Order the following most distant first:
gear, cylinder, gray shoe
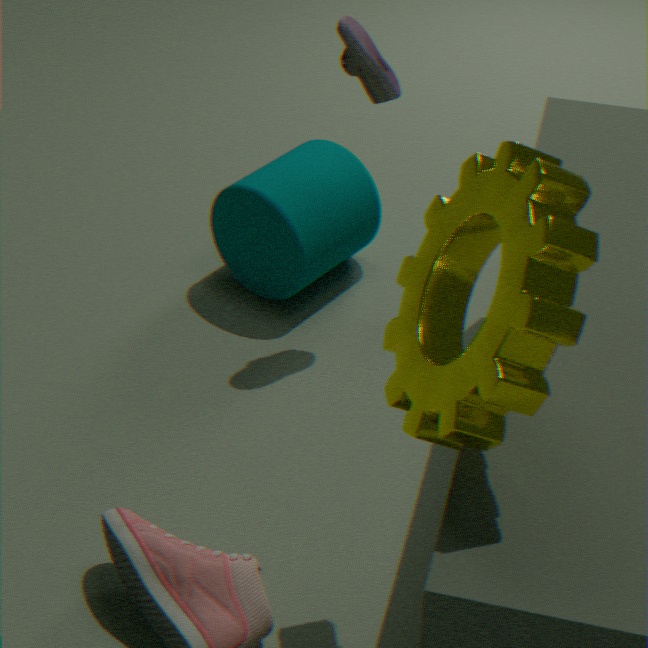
cylinder
gray shoe
gear
